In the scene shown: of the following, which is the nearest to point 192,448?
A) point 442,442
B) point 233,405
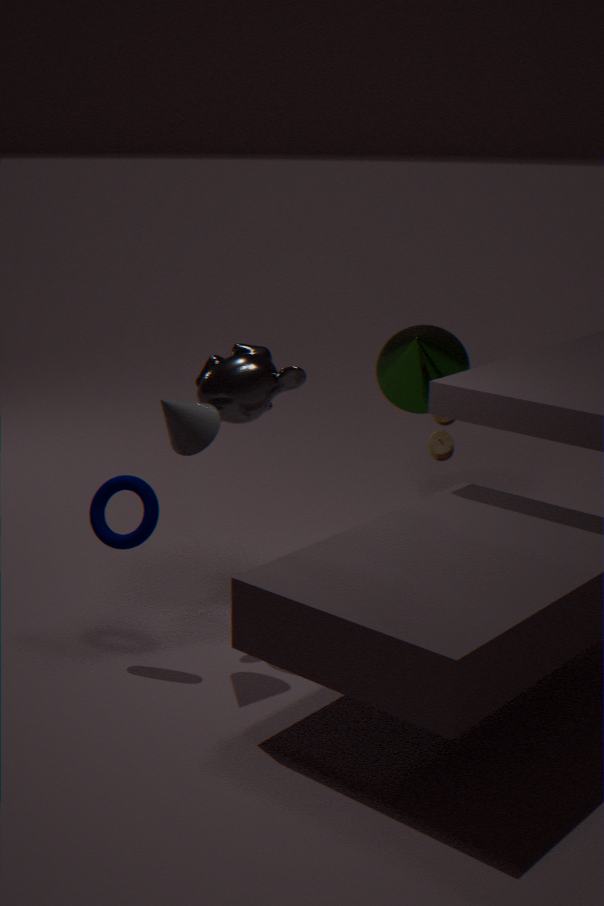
point 233,405
